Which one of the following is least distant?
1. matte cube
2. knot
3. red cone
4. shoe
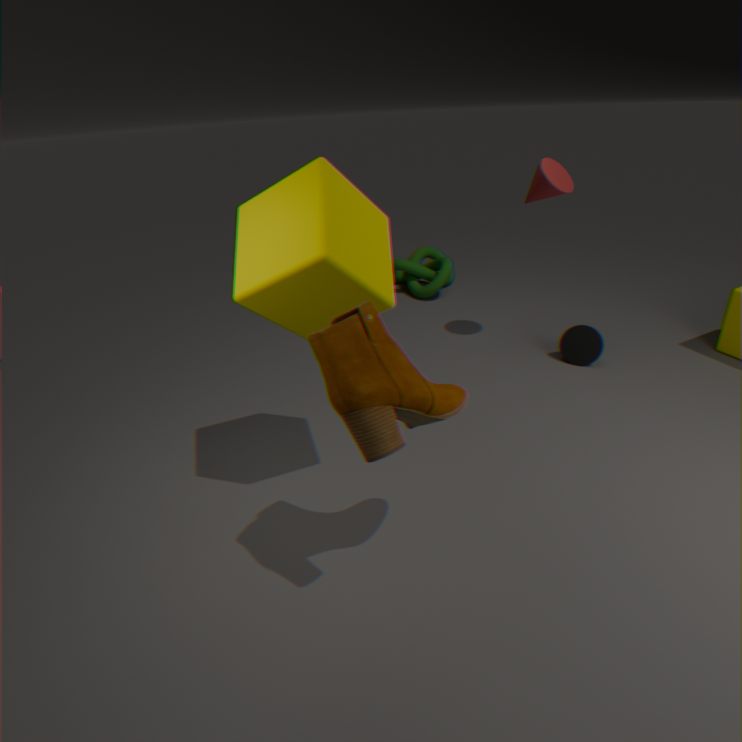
shoe
